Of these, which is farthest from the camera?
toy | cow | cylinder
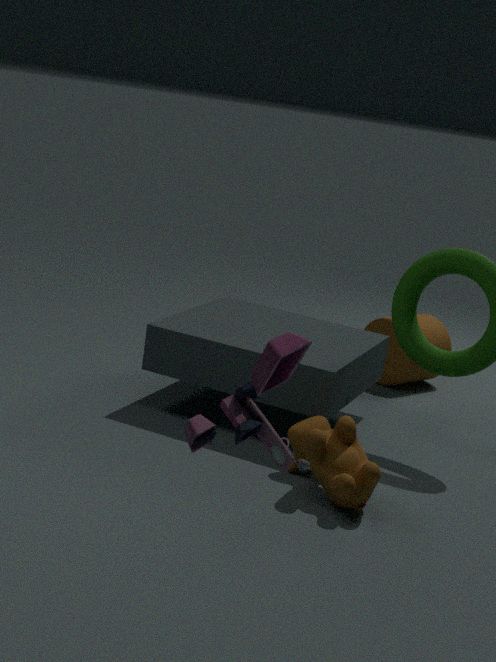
cylinder
